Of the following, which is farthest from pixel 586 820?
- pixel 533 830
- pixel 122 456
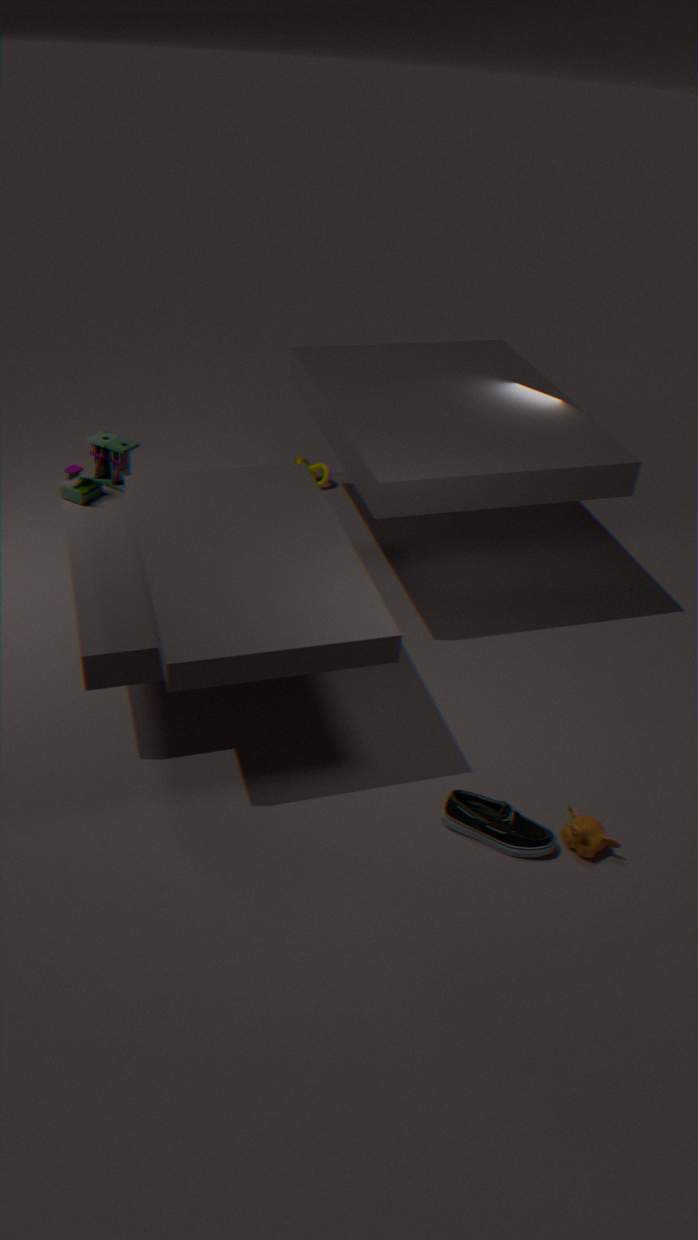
pixel 122 456
